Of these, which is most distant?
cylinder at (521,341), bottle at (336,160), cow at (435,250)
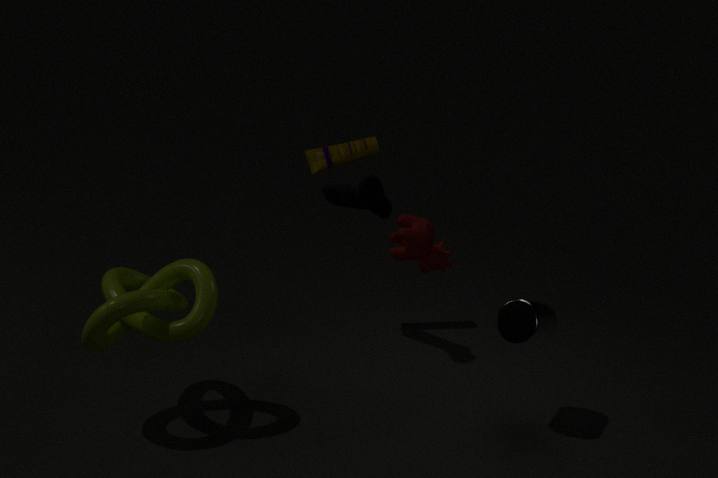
bottle at (336,160)
